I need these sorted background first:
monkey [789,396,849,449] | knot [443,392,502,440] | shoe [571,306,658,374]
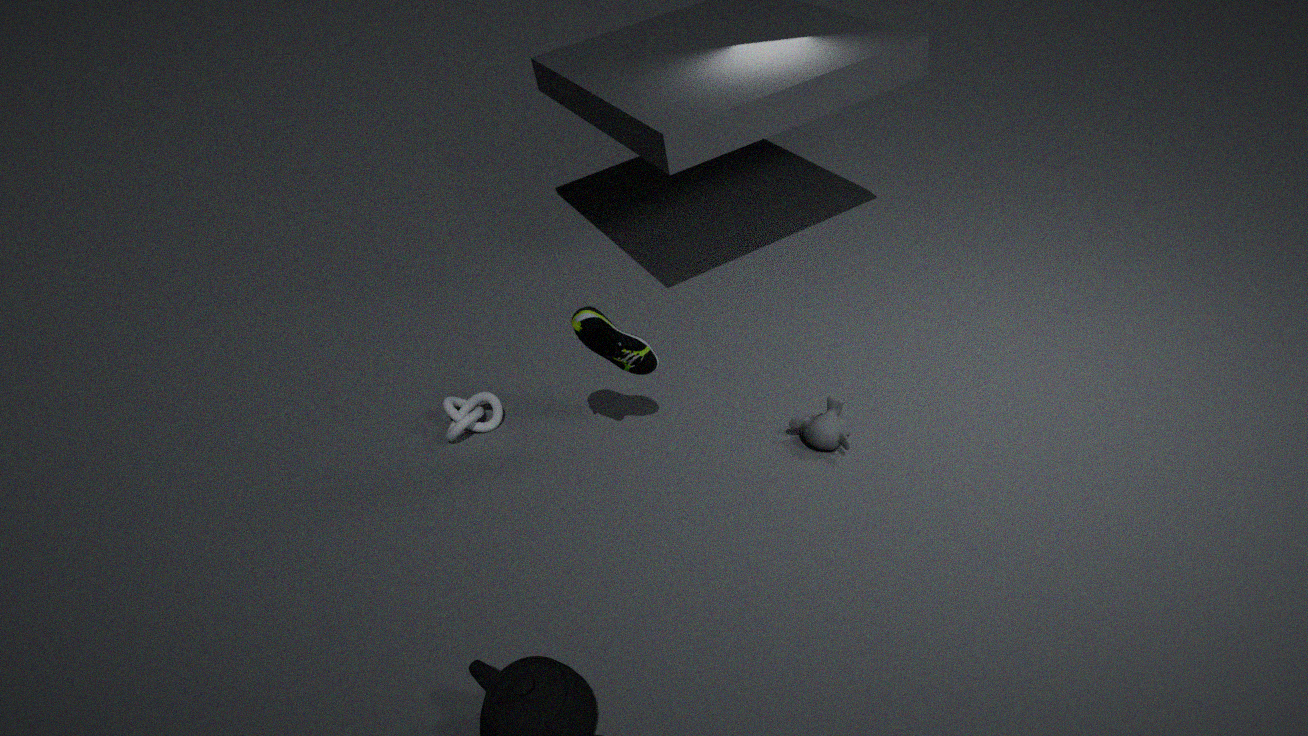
1. knot [443,392,502,440]
2. monkey [789,396,849,449]
3. shoe [571,306,658,374]
